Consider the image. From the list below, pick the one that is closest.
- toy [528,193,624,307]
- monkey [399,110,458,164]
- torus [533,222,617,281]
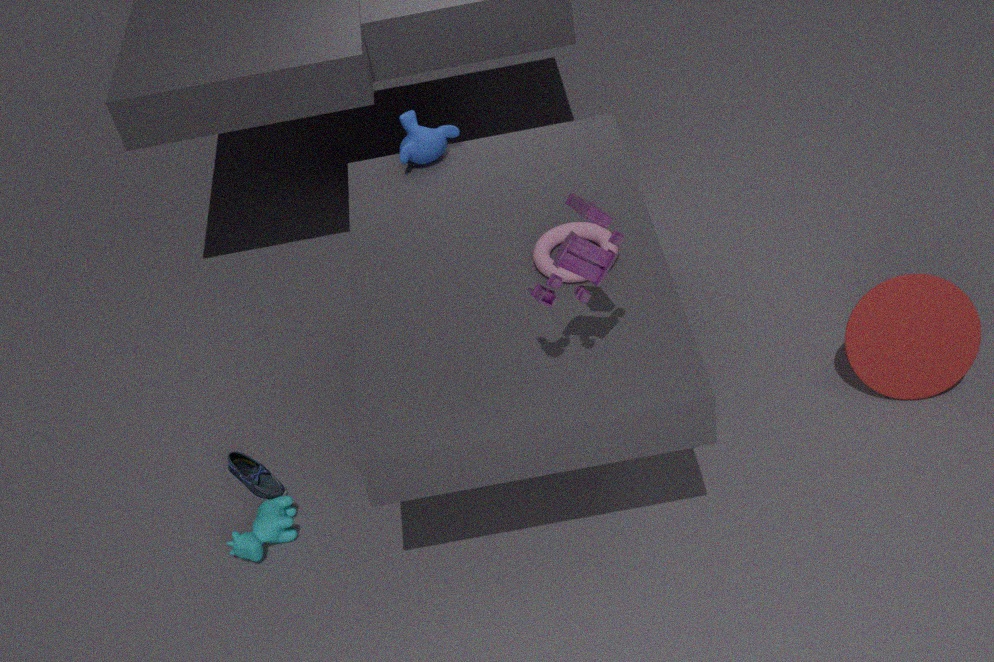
toy [528,193,624,307]
